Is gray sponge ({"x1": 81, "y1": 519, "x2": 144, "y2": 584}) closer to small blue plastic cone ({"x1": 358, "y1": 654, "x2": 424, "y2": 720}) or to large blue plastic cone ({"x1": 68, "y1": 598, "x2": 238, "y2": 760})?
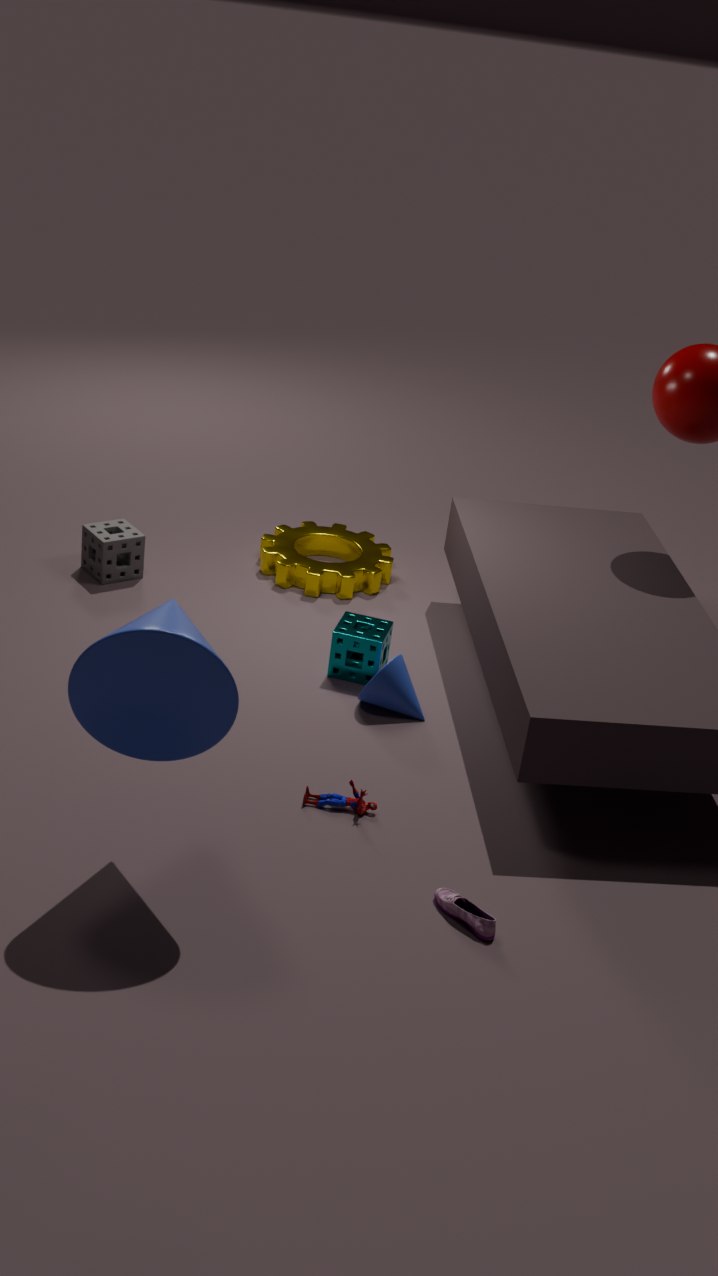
small blue plastic cone ({"x1": 358, "y1": 654, "x2": 424, "y2": 720})
